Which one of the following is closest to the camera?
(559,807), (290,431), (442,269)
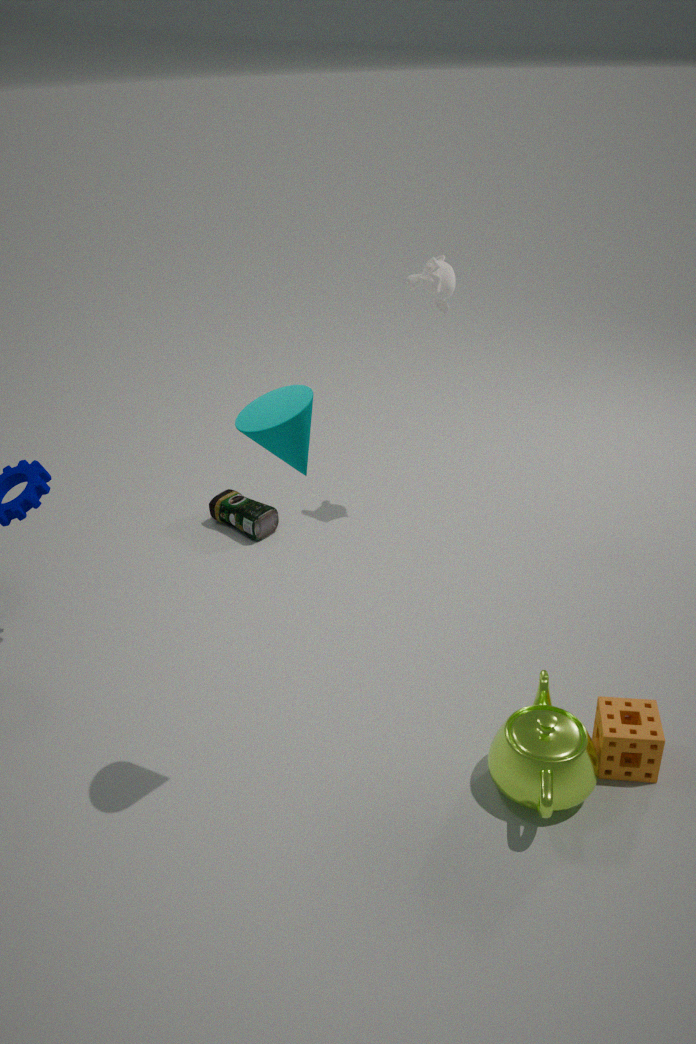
(290,431)
